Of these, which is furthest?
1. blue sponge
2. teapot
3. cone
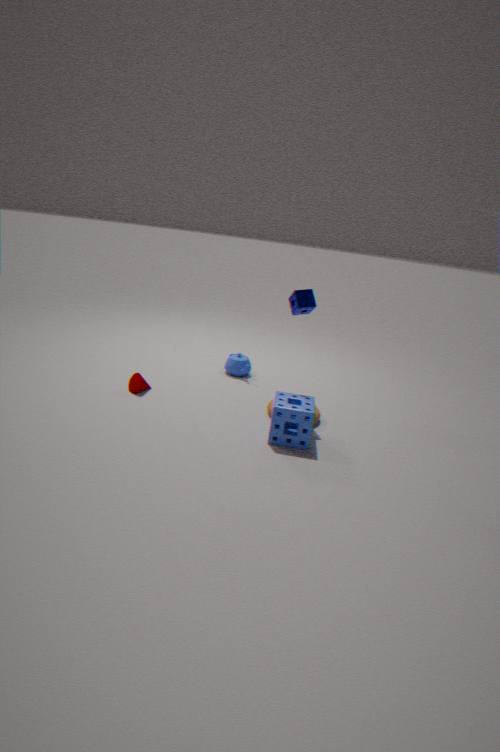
teapot
